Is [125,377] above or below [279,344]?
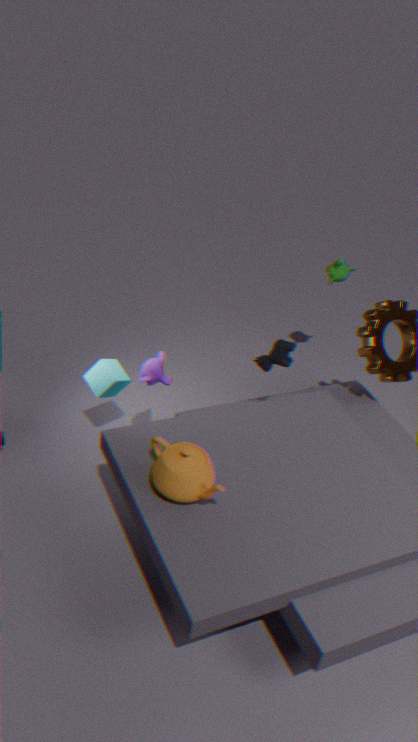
below
